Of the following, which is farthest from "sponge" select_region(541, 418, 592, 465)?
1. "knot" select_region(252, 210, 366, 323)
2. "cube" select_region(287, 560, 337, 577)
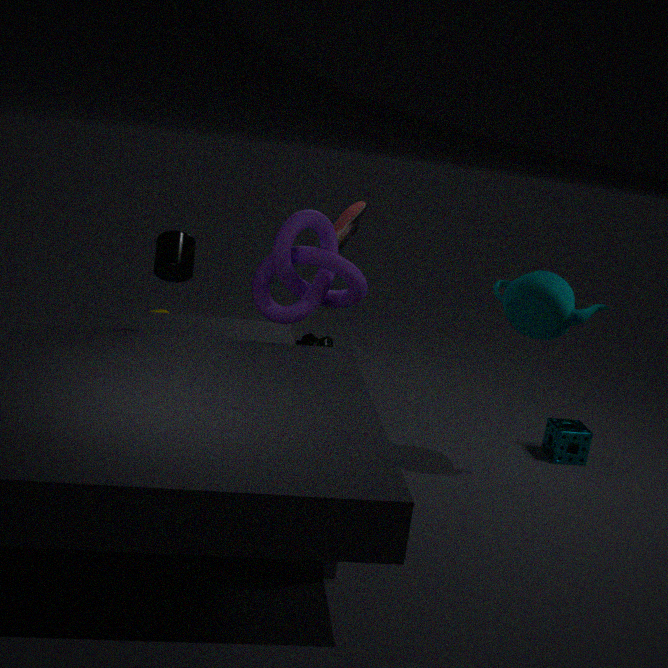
"cube" select_region(287, 560, 337, 577)
